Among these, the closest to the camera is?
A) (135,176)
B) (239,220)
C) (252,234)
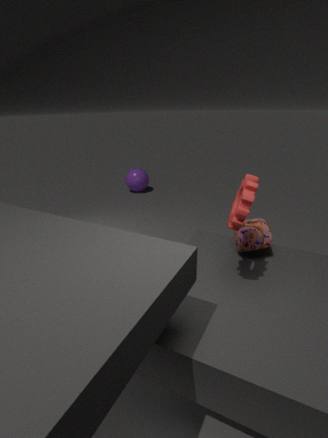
(239,220)
